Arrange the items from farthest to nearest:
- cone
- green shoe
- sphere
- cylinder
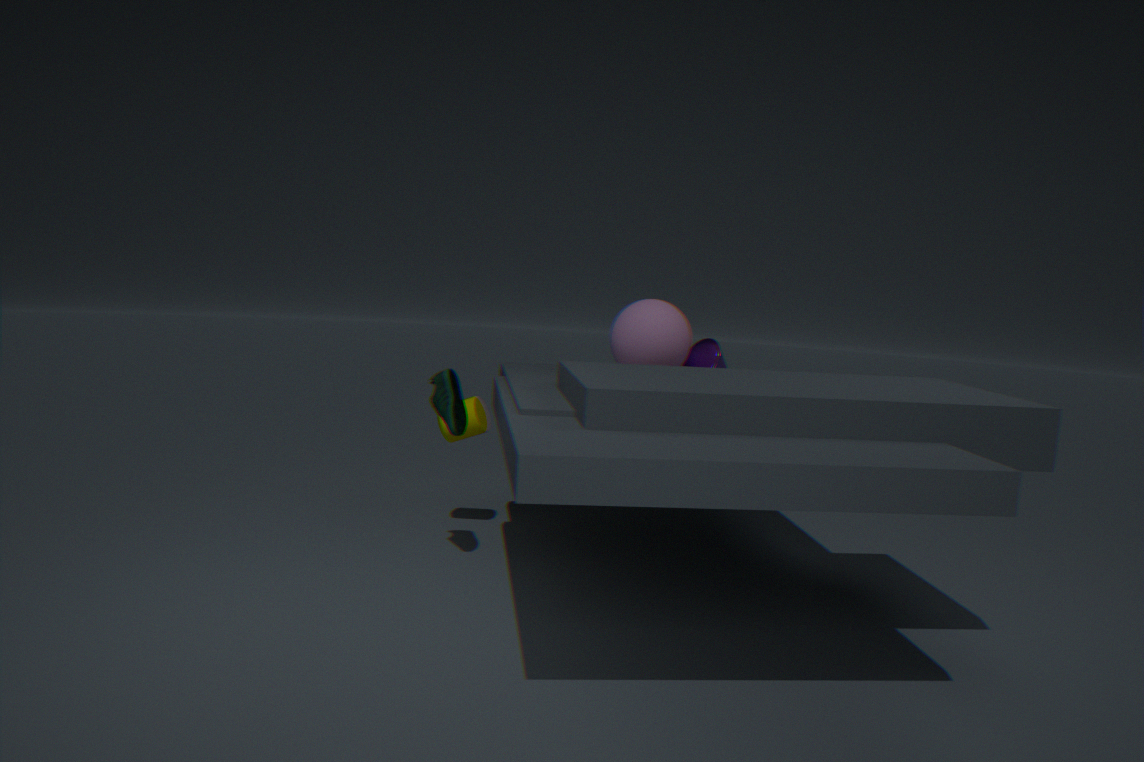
cylinder → cone → sphere → green shoe
